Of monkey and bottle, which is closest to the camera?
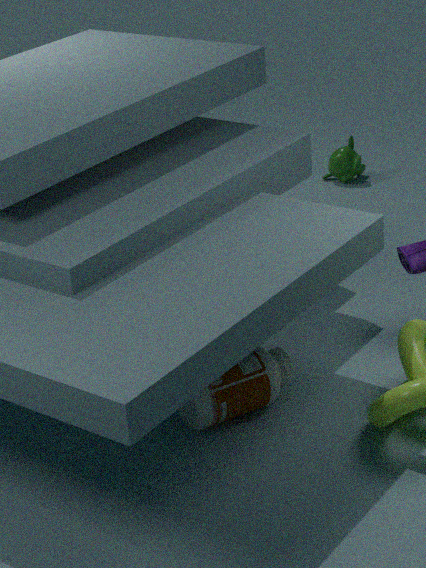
bottle
